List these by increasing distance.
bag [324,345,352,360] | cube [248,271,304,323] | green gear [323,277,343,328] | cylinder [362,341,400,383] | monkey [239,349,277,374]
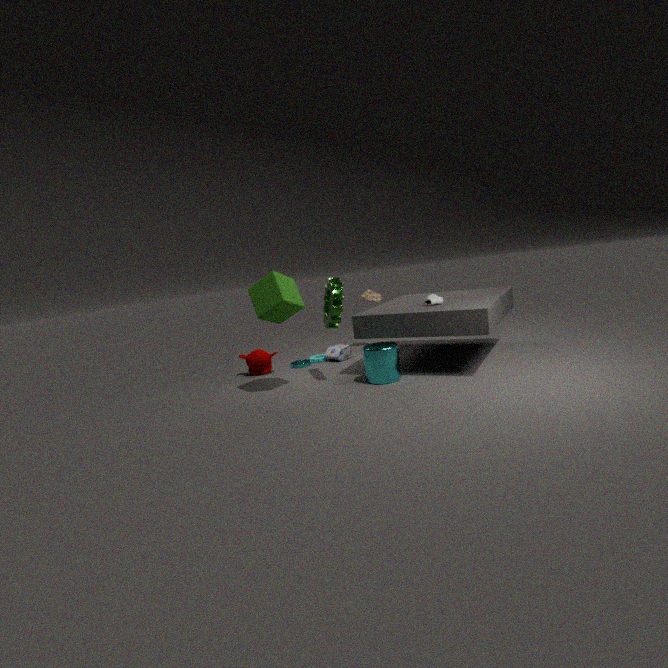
cube [248,271,304,323] < cylinder [362,341,400,383] < green gear [323,277,343,328] < monkey [239,349,277,374] < bag [324,345,352,360]
